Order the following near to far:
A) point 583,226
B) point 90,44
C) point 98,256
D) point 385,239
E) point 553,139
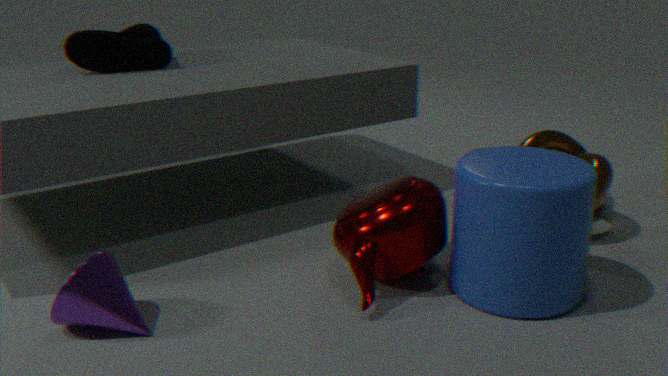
point 98,256 < point 583,226 < point 385,239 < point 90,44 < point 553,139
